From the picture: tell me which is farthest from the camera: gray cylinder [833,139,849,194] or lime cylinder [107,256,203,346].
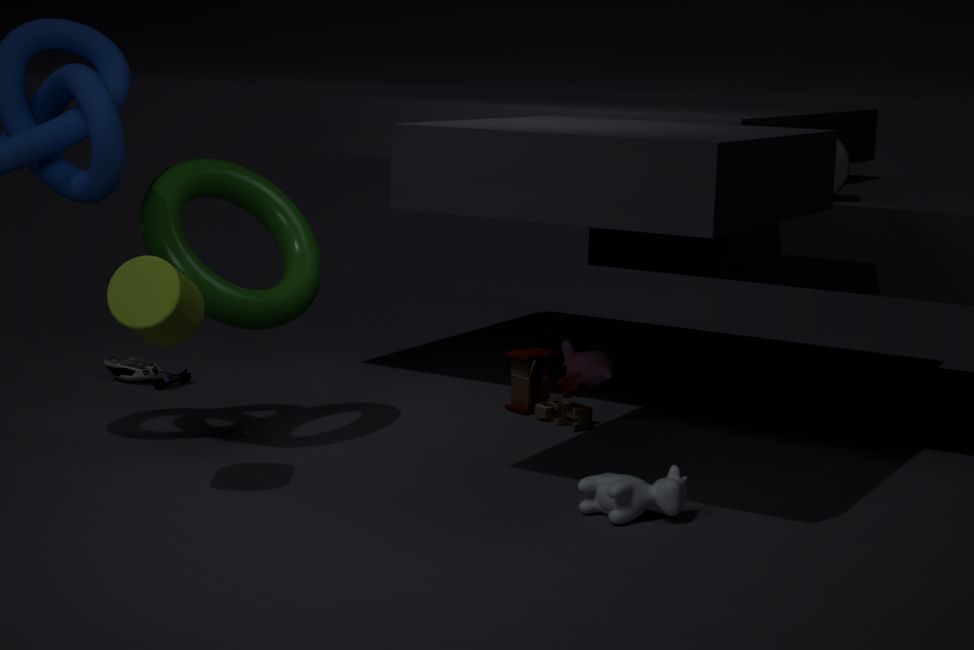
gray cylinder [833,139,849,194]
